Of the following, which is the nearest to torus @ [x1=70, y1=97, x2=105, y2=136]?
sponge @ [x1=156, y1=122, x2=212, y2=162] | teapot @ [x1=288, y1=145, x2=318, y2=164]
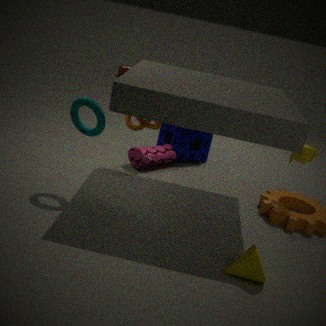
sponge @ [x1=156, y1=122, x2=212, y2=162]
